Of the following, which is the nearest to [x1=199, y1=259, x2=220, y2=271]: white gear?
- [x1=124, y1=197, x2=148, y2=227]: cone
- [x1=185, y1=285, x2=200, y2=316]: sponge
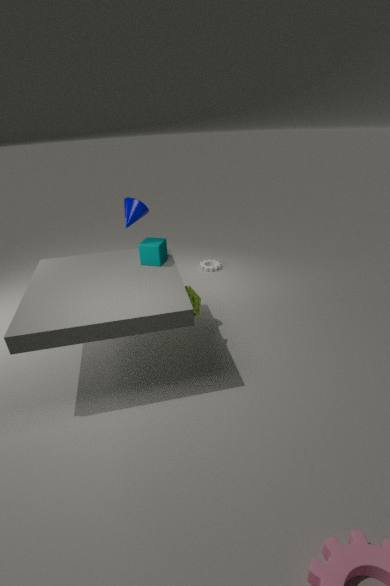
[x1=185, y1=285, x2=200, y2=316]: sponge
